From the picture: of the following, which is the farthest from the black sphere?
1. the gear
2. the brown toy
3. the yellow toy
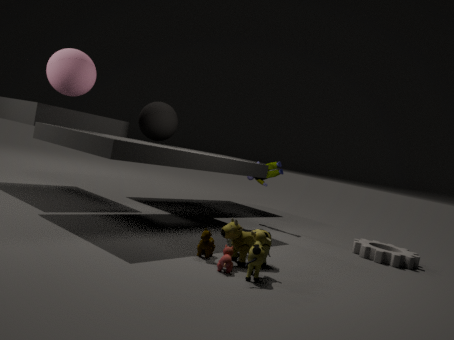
the gear
